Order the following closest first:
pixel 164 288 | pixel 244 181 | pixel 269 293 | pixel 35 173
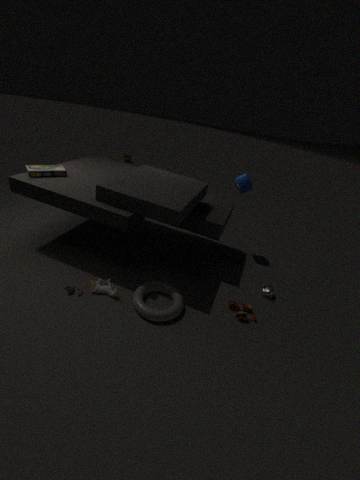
pixel 164 288, pixel 35 173, pixel 269 293, pixel 244 181
